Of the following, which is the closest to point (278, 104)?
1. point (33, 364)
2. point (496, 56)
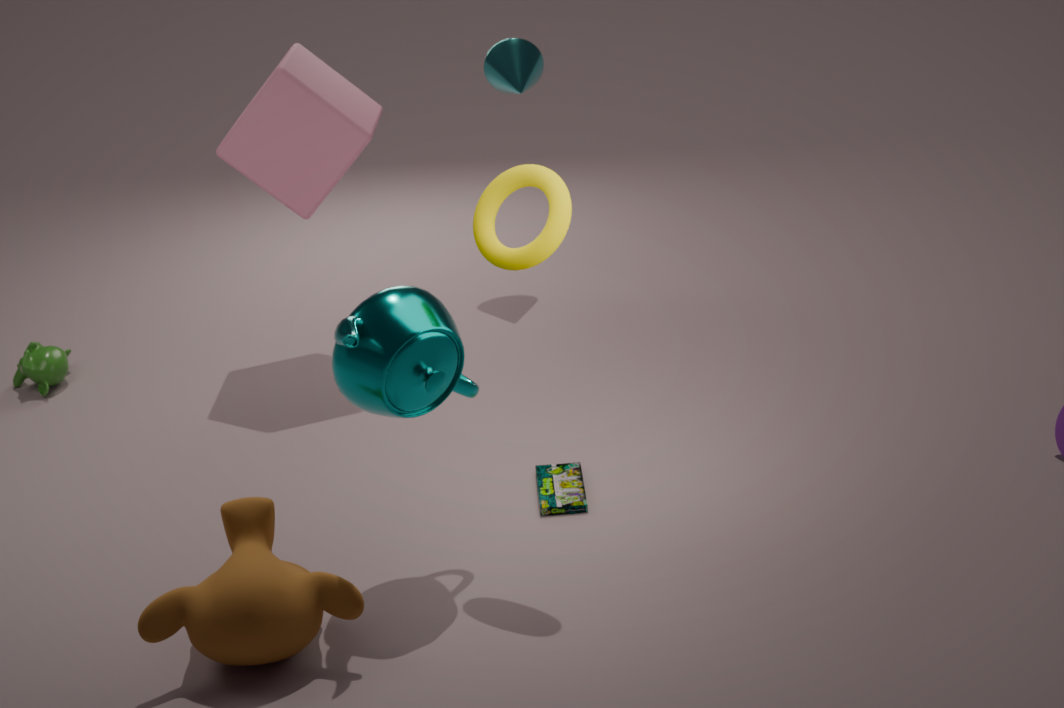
point (496, 56)
